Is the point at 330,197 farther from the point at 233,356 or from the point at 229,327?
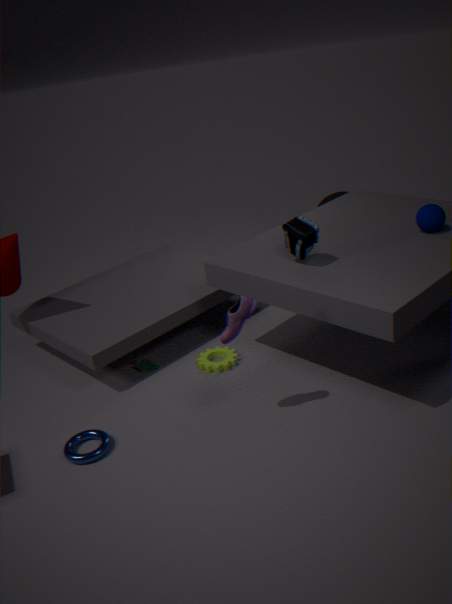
the point at 229,327
